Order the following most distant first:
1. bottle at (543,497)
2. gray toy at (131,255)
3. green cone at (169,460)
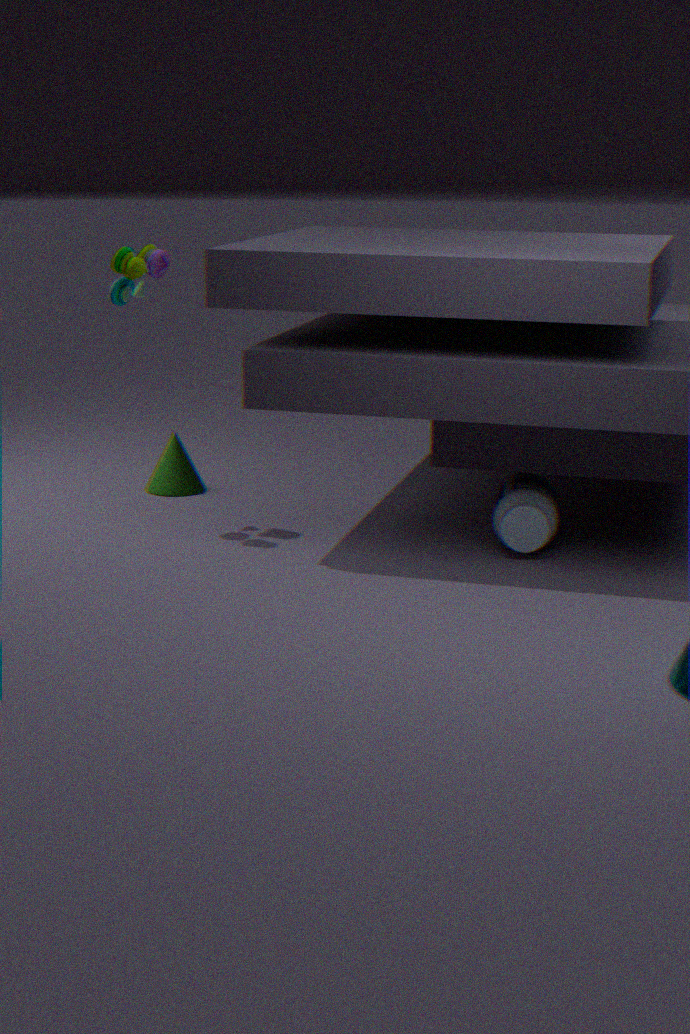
green cone at (169,460) < gray toy at (131,255) < bottle at (543,497)
